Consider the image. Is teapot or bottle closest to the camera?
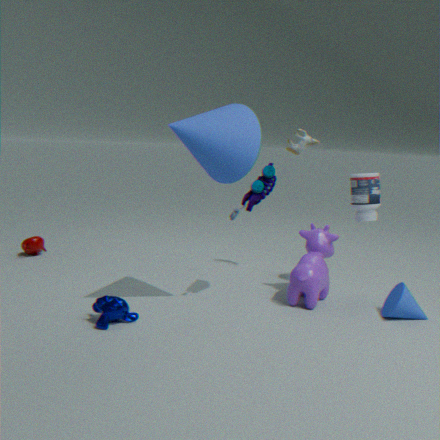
bottle
